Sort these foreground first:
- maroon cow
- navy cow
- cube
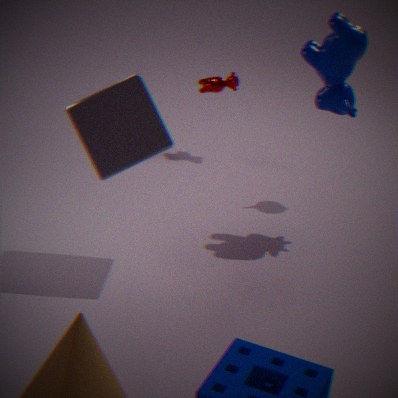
cube
navy cow
maroon cow
